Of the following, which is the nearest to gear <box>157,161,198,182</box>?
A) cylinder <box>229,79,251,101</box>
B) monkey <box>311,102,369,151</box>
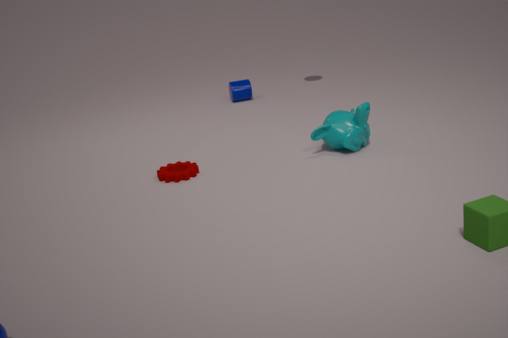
monkey <box>311,102,369,151</box>
